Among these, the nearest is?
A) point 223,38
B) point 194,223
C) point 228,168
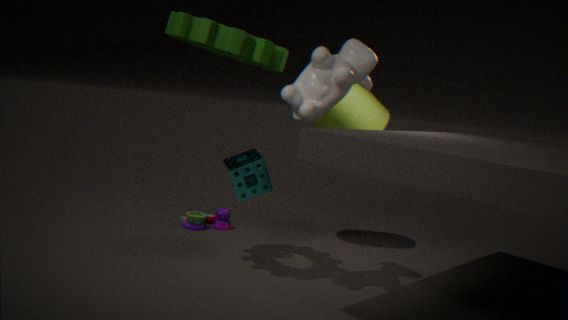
point 223,38
